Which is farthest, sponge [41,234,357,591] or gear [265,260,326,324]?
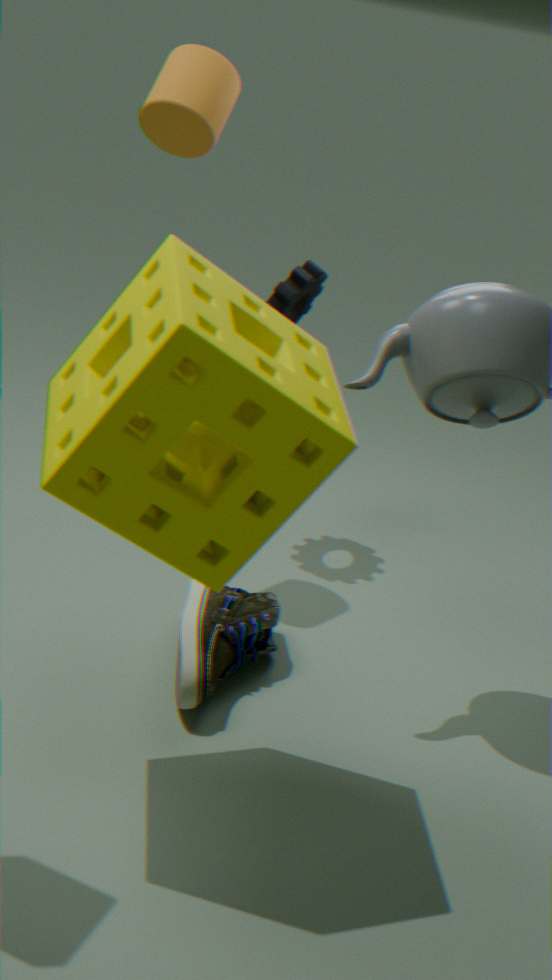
gear [265,260,326,324]
